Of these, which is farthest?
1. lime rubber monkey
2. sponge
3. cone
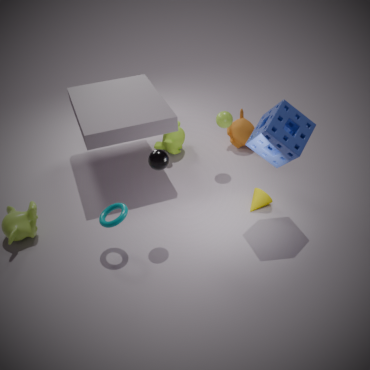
lime rubber monkey
